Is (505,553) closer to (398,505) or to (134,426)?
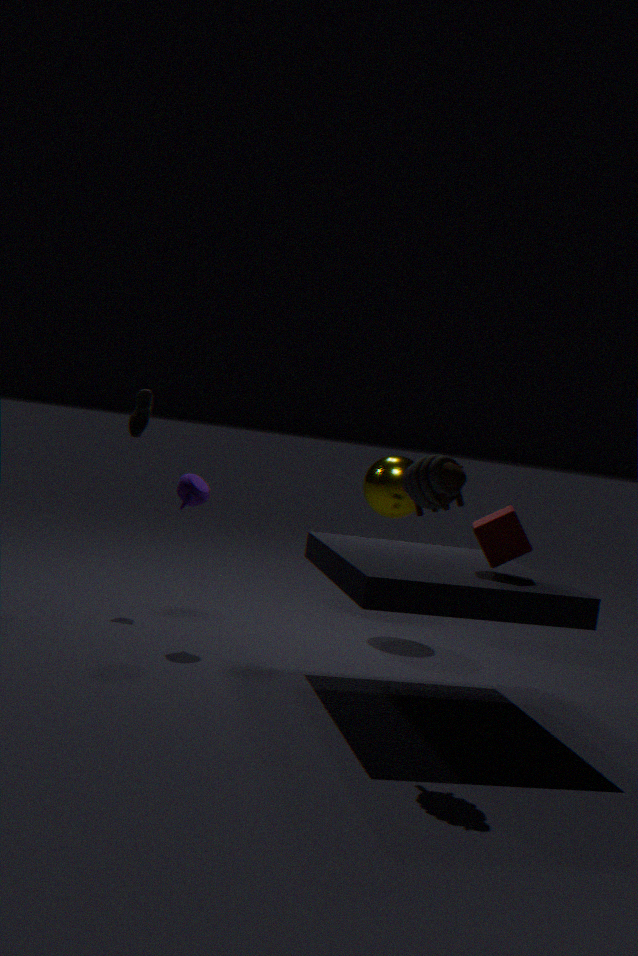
(398,505)
